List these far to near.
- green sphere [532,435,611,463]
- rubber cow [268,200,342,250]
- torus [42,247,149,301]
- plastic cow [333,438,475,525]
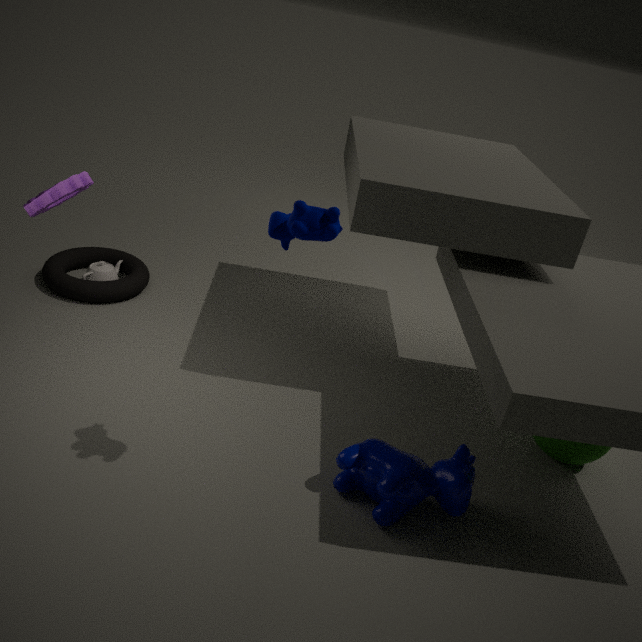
torus [42,247,149,301] → green sphere [532,435,611,463] → plastic cow [333,438,475,525] → rubber cow [268,200,342,250]
